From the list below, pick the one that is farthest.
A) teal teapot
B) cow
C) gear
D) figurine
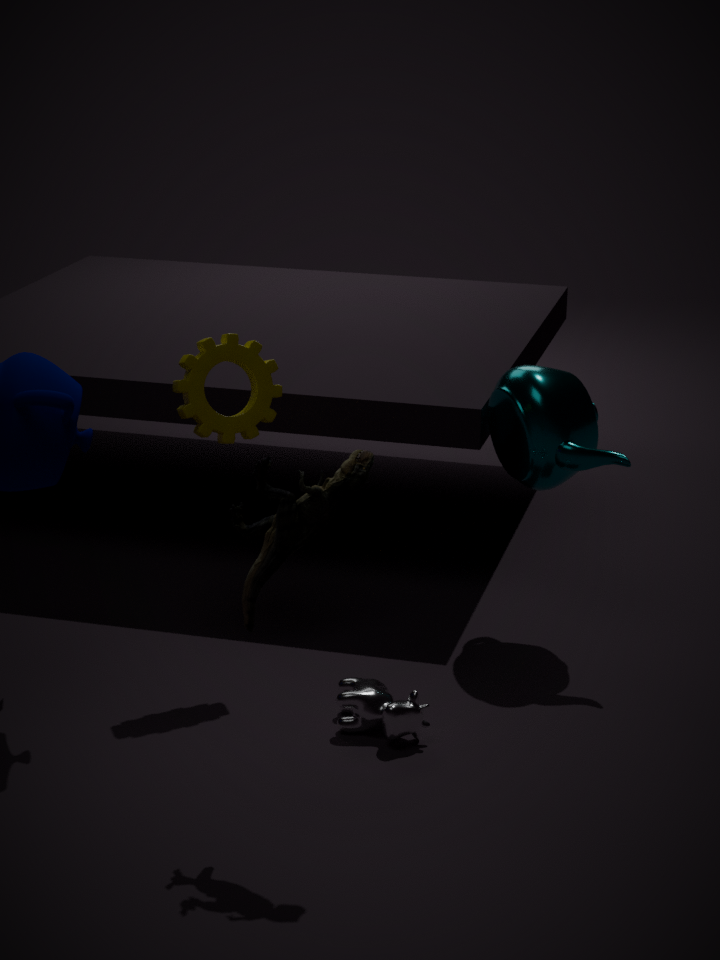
teal teapot
